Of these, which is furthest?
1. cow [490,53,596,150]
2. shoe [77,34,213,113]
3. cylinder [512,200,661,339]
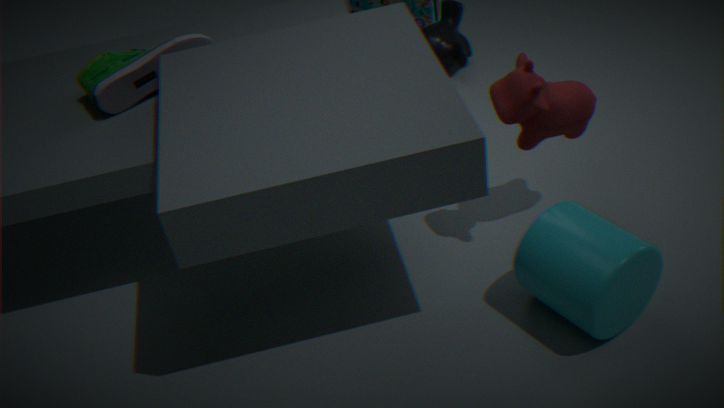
shoe [77,34,213,113]
